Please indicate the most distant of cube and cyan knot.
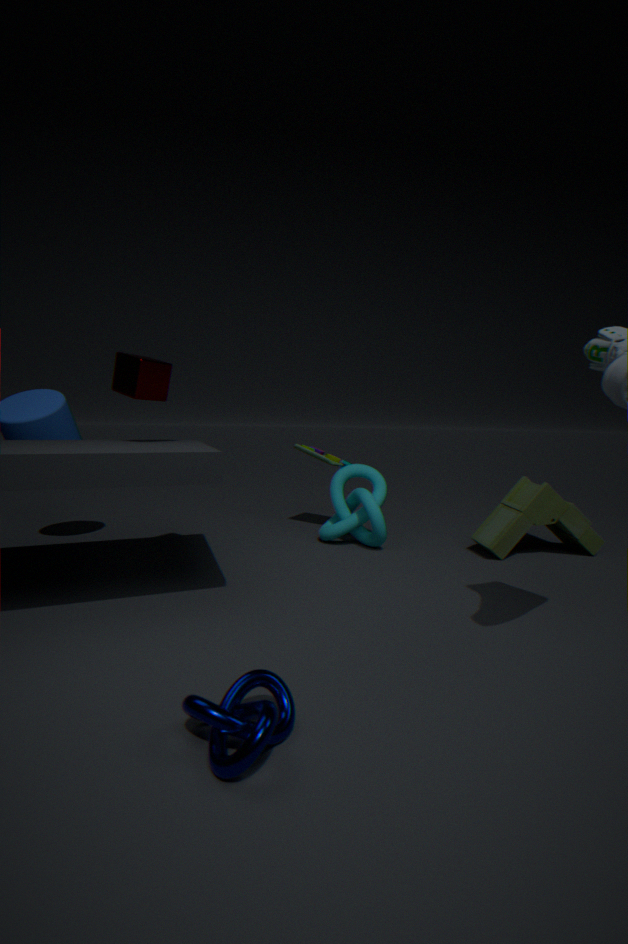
cyan knot
